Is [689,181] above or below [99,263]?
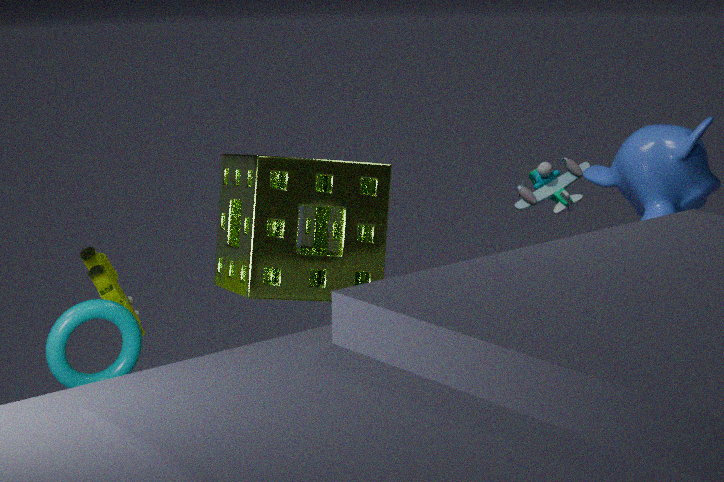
above
